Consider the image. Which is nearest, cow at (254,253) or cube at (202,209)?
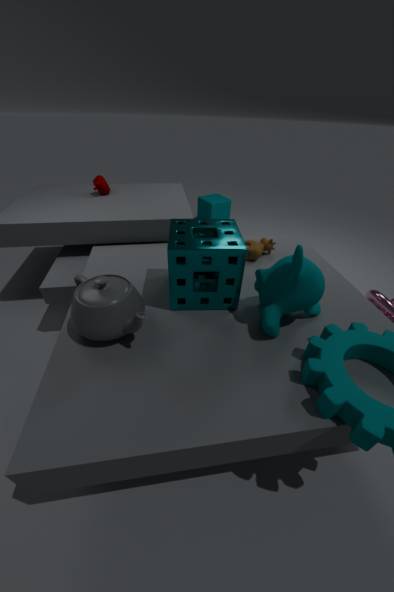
cow at (254,253)
